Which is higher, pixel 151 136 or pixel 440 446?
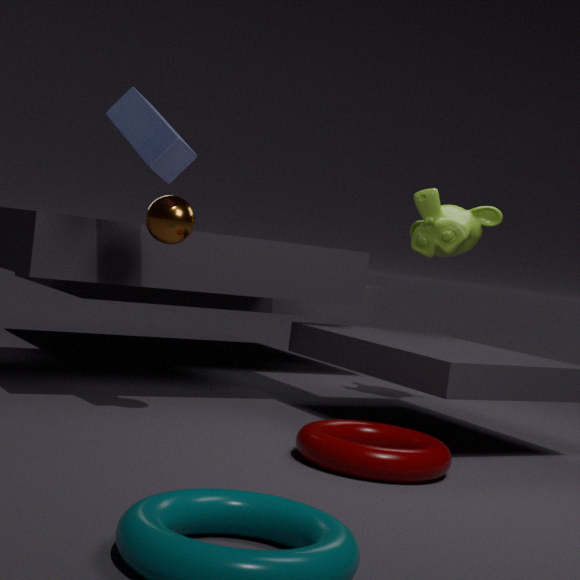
pixel 151 136
